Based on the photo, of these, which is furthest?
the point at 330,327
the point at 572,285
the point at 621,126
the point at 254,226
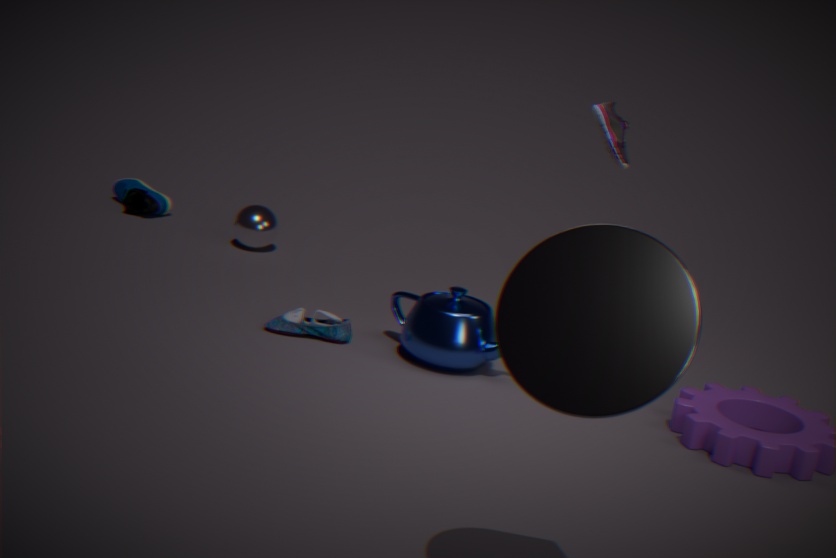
the point at 254,226
